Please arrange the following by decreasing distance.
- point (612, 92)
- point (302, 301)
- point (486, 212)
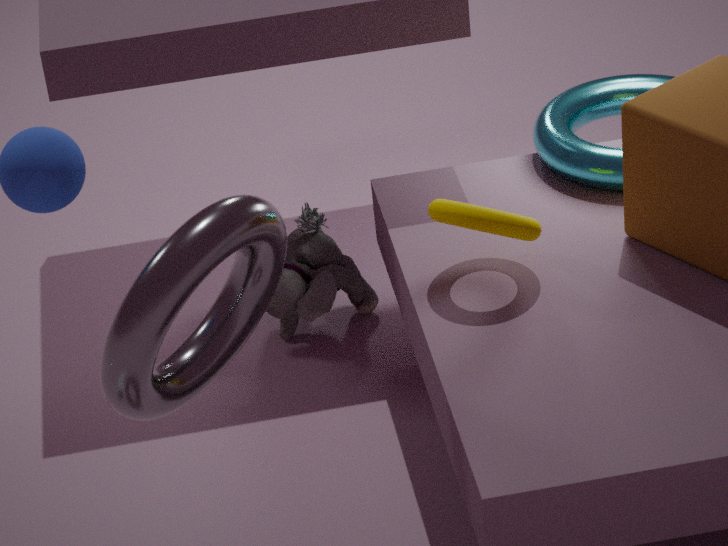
point (612, 92), point (302, 301), point (486, 212)
